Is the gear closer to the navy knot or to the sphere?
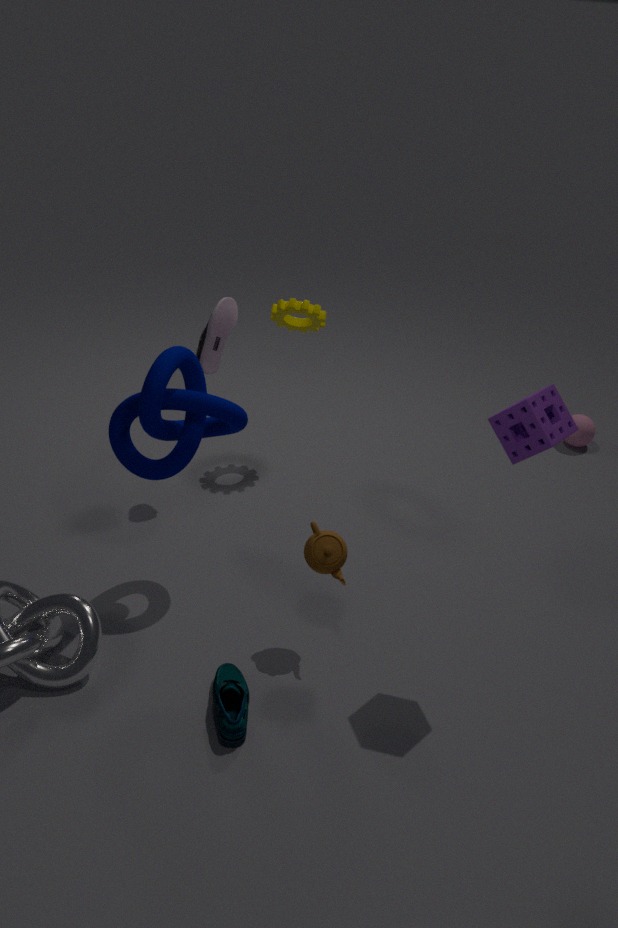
the navy knot
